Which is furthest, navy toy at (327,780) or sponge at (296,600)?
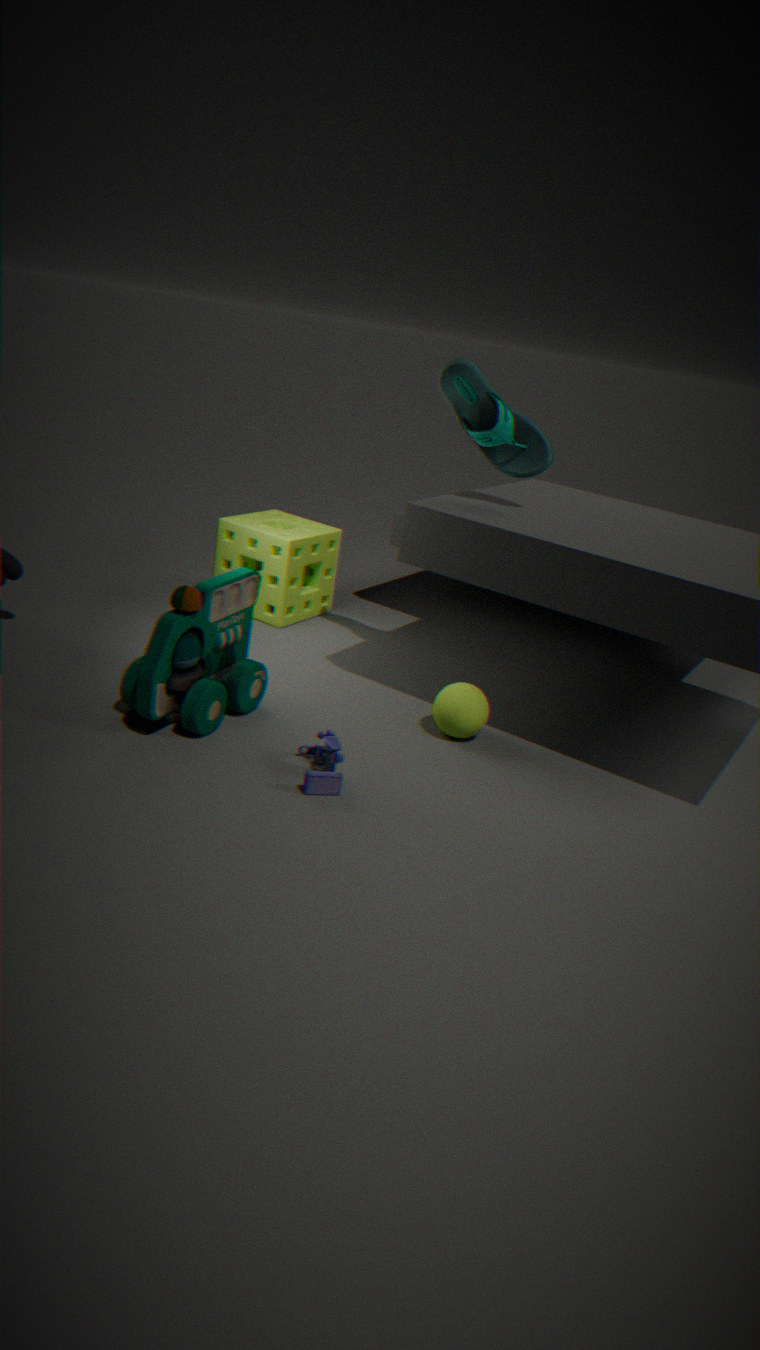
sponge at (296,600)
